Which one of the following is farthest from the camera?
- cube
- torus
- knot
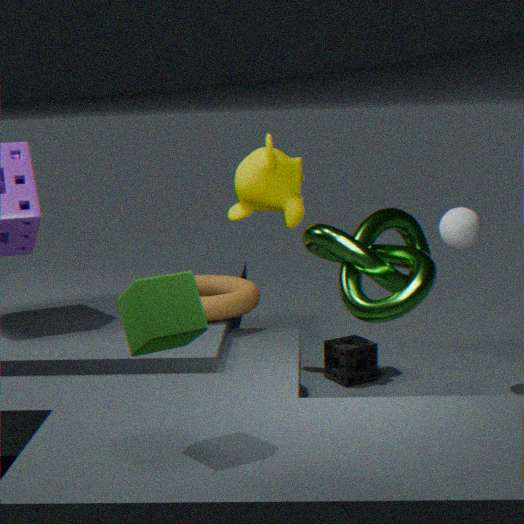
torus
